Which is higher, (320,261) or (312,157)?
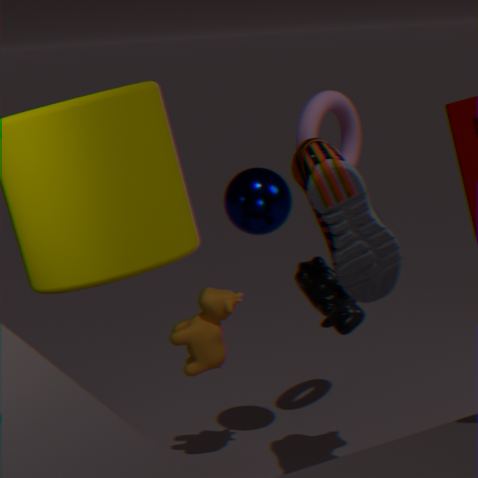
(312,157)
